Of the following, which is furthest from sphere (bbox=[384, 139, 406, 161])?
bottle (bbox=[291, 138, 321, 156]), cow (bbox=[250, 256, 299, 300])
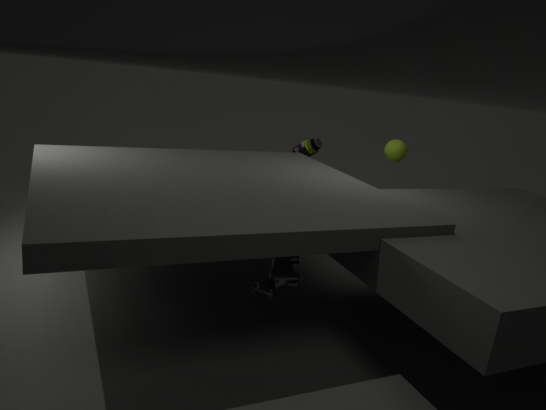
cow (bbox=[250, 256, 299, 300])
